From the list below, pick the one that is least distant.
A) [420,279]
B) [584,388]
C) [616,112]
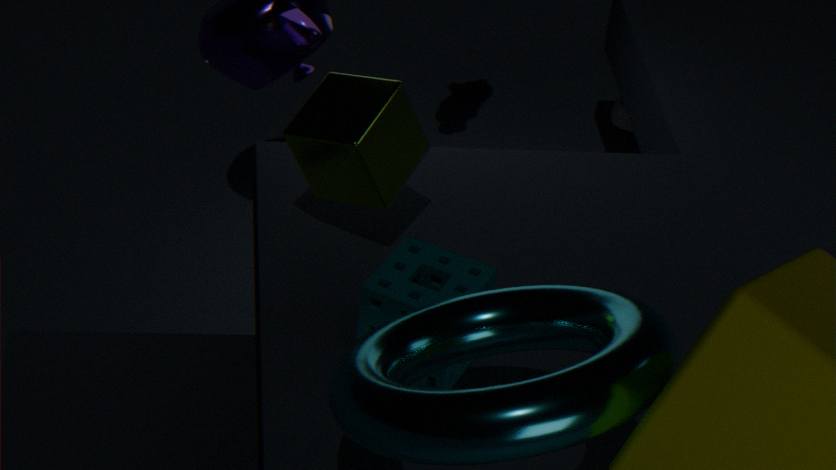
[584,388]
